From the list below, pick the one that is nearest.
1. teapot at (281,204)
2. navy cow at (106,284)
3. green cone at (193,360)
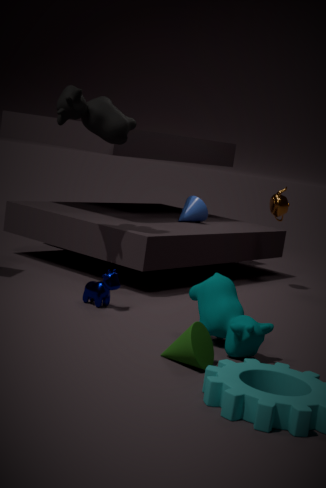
green cone at (193,360)
